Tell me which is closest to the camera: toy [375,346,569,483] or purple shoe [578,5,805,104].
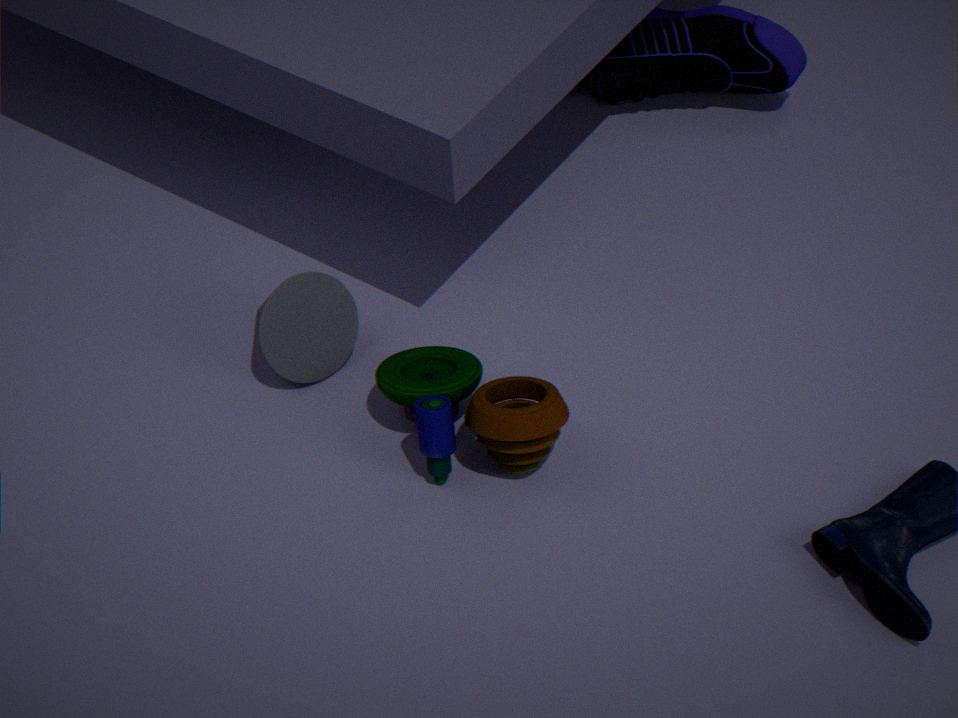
toy [375,346,569,483]
